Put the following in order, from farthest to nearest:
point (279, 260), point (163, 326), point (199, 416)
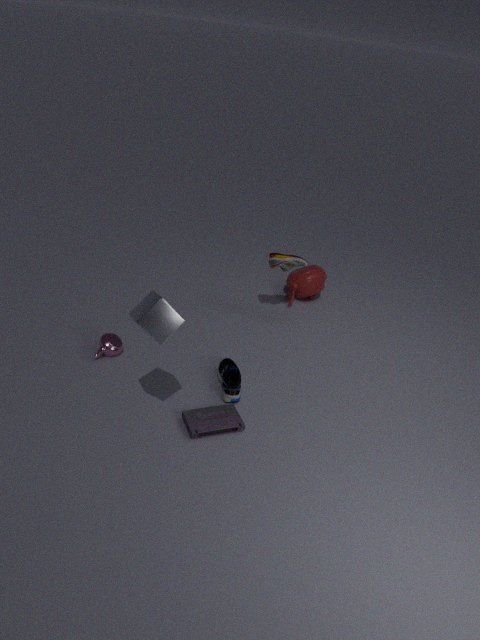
point (279, 260)
point (199, 416)
point (163, 326)
